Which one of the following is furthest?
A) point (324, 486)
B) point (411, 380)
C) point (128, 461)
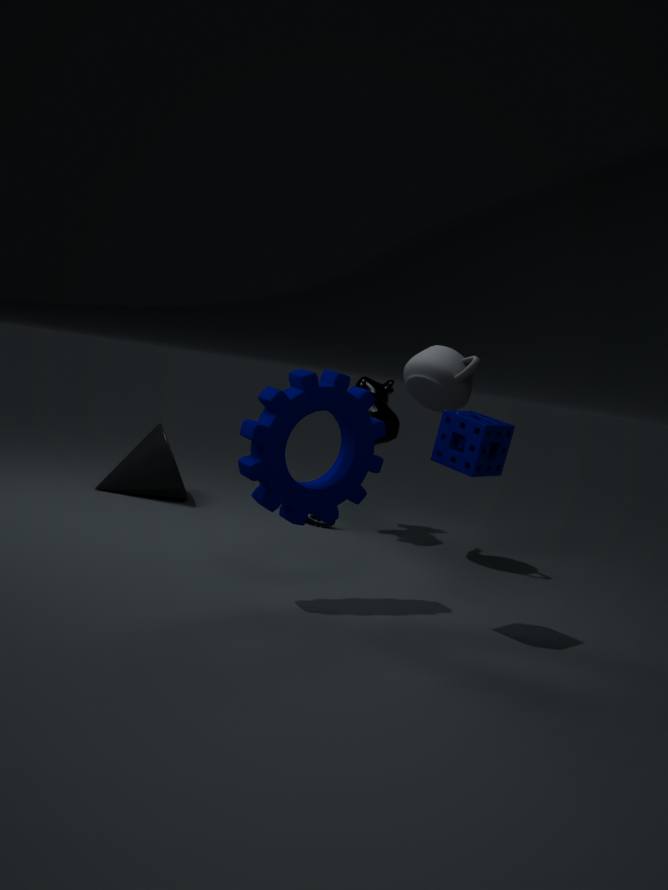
point (128, 461)
